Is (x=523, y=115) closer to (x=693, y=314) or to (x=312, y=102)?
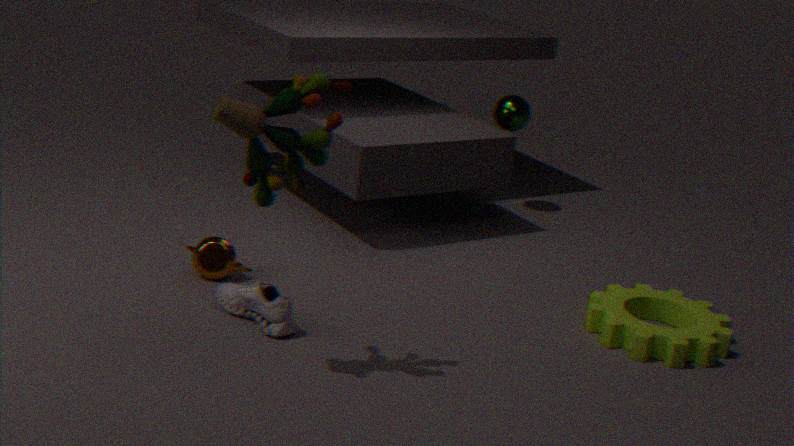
(x=693, y=314)
